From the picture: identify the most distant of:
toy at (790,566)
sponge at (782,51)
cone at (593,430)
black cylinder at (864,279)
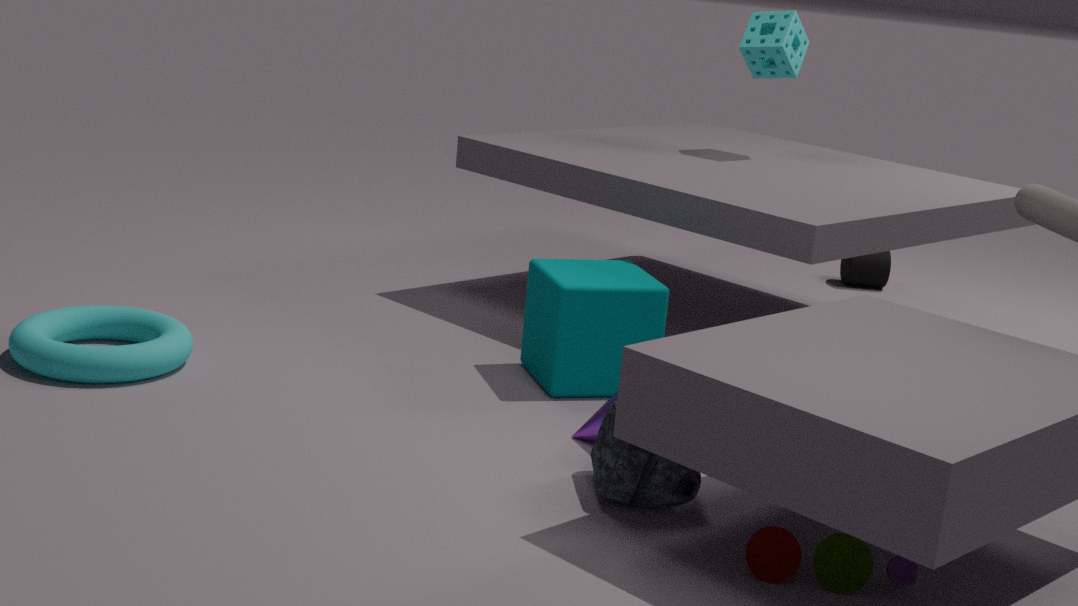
black cylinder at (864,279)
